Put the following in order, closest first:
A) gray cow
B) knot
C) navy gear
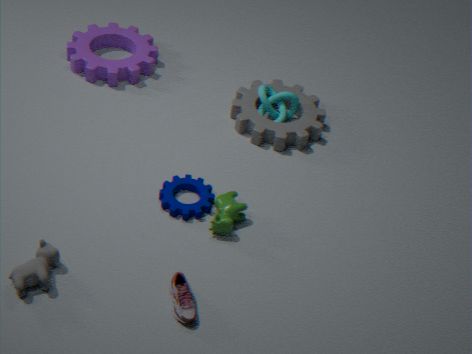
gray cow, navy gear, knot
